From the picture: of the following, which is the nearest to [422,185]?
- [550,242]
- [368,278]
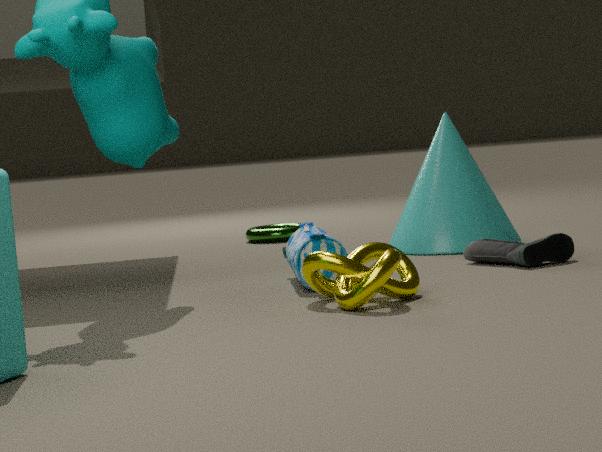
[550,242]
